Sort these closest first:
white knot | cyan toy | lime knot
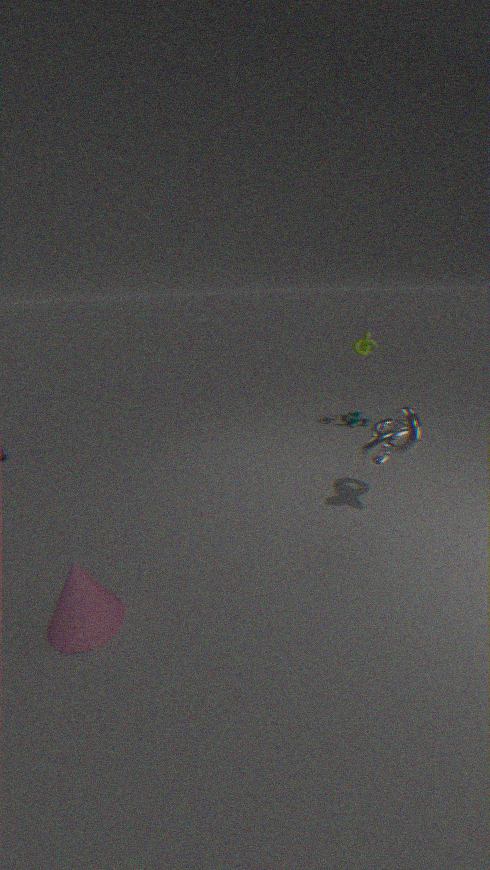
white knot, lime knot, cyan toy
